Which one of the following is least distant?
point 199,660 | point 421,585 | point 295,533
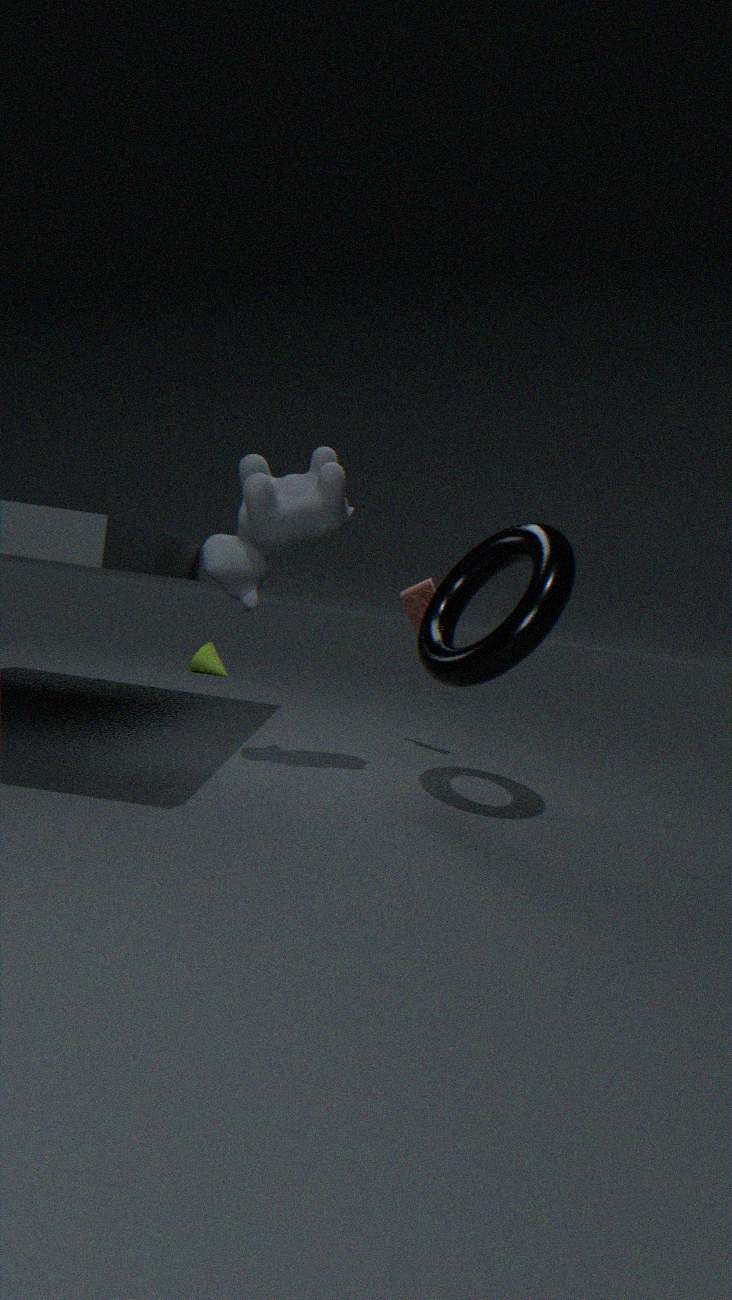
point 295,533
